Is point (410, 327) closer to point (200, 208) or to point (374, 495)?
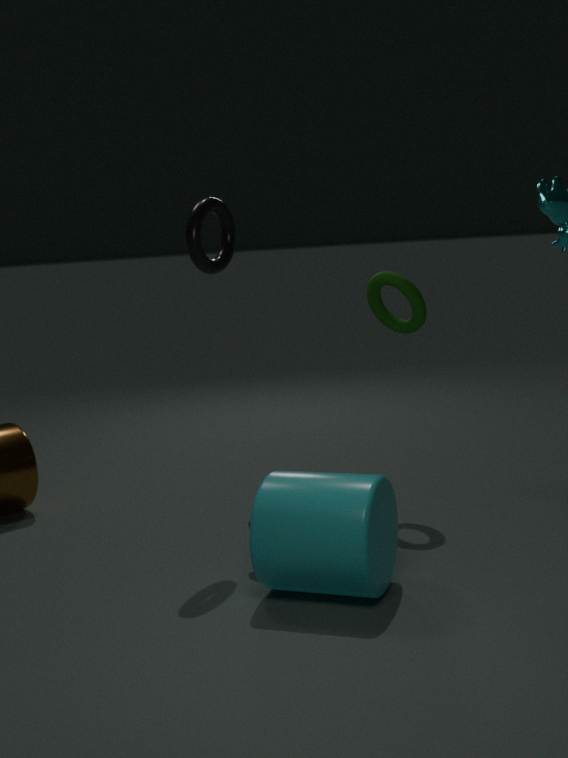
point (200, 208)
